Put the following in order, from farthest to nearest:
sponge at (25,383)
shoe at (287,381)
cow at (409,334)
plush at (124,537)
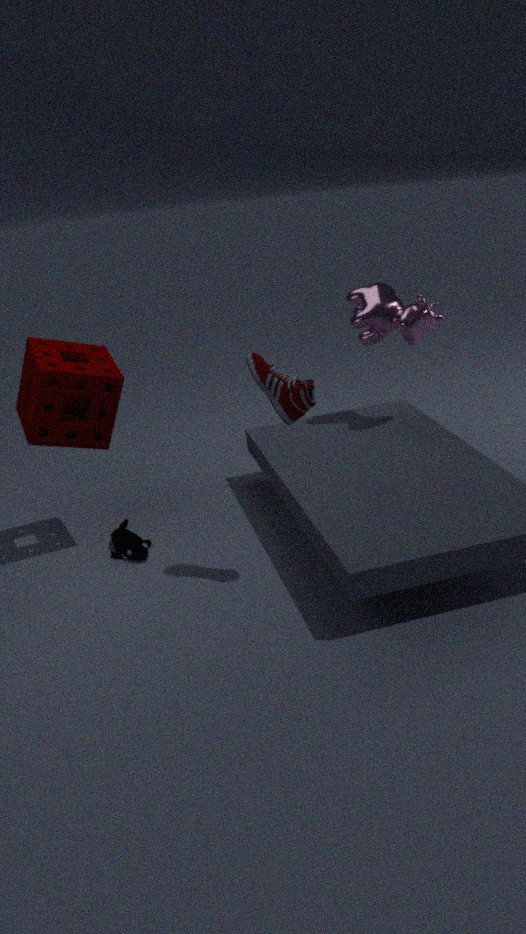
cow at (409,334) → plush at (124,537) → sponge at (25,383) → shoe at (287,381)
